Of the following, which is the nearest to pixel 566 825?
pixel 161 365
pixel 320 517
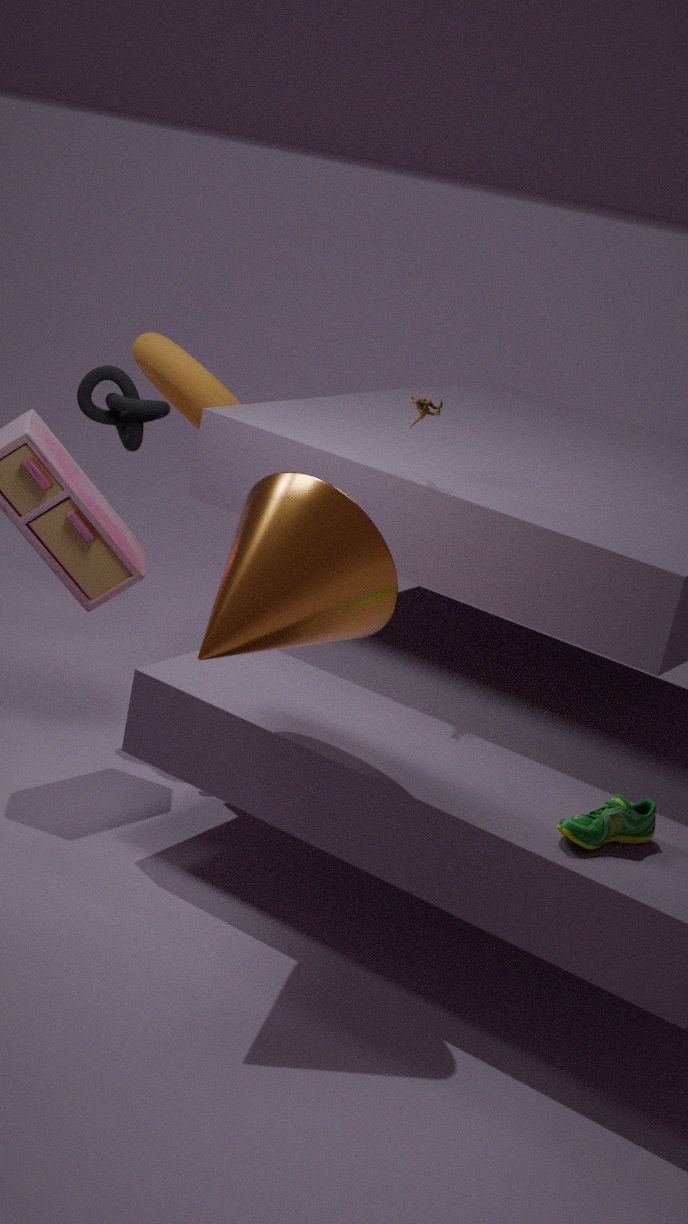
pixel 320 517
